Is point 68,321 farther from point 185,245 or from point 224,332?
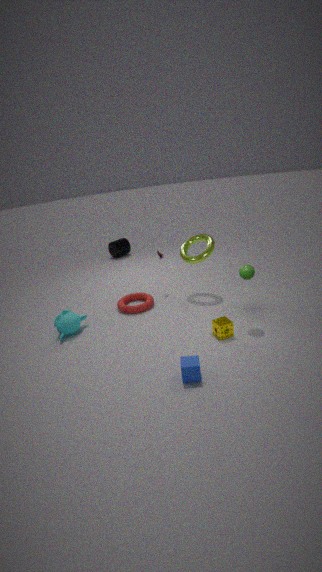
point 185,245
